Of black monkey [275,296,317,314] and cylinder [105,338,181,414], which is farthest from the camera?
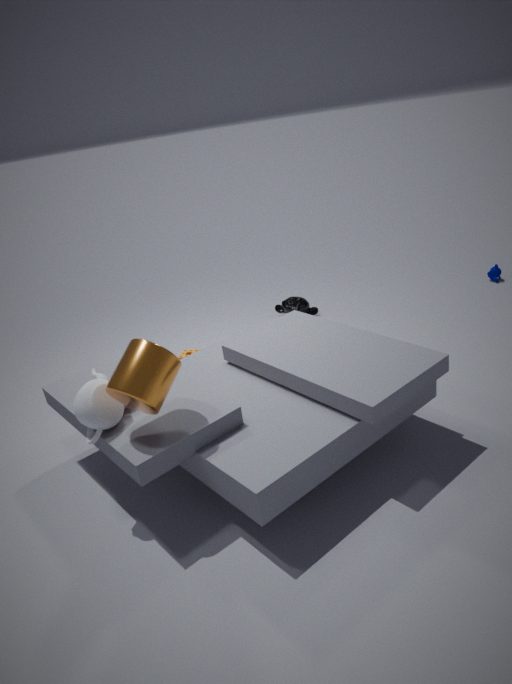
black monkey [275,296,317,314]
